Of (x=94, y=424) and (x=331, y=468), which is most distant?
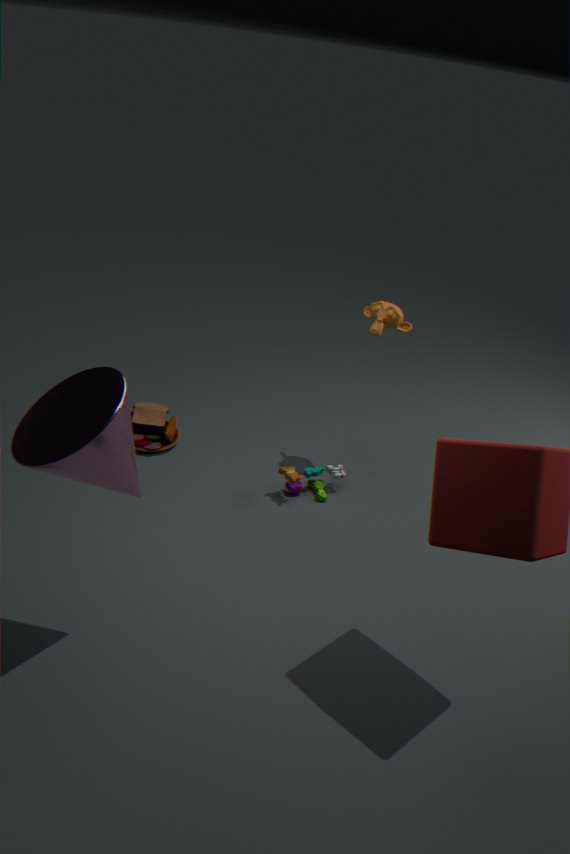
(x=331, y=468)
